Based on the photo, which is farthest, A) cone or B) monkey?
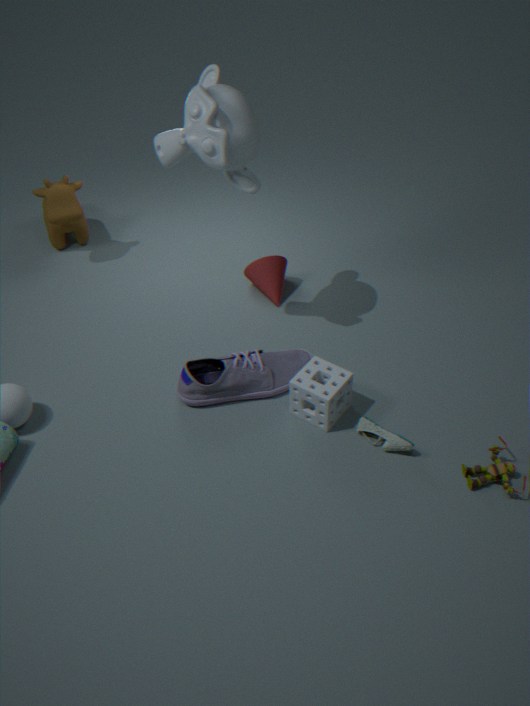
A. cone
